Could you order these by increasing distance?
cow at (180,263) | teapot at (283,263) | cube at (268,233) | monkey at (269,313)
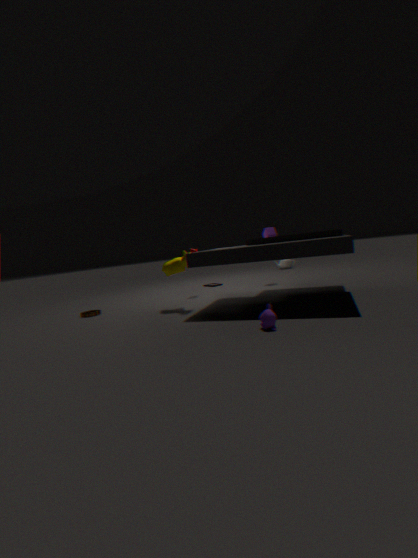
monkey at (269,313) < cow at (180,263) < cube at (268,233) < teapot at (283,263)
